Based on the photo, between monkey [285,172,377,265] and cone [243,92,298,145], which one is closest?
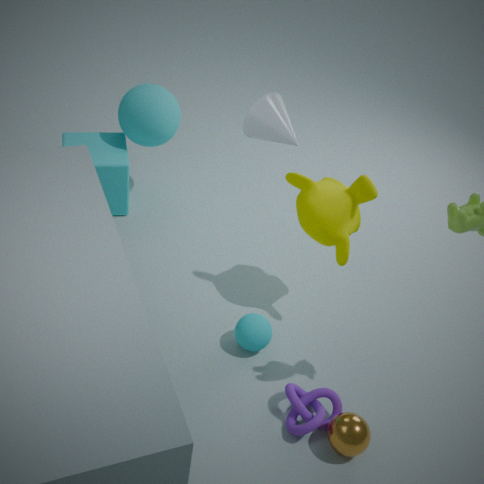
cone [243,92,298,145]
